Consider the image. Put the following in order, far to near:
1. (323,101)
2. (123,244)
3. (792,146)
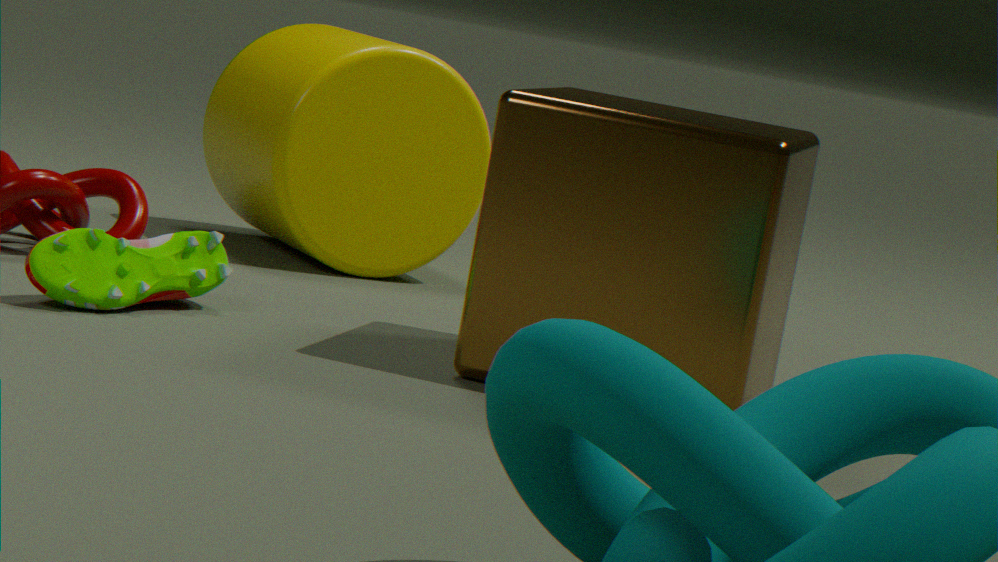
(323,101) < (123,244) < (792,146)
